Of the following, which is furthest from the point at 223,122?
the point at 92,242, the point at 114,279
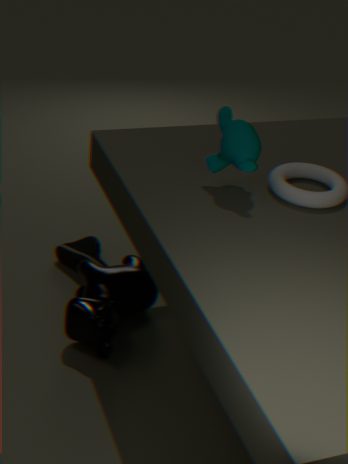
the point at 92,242
